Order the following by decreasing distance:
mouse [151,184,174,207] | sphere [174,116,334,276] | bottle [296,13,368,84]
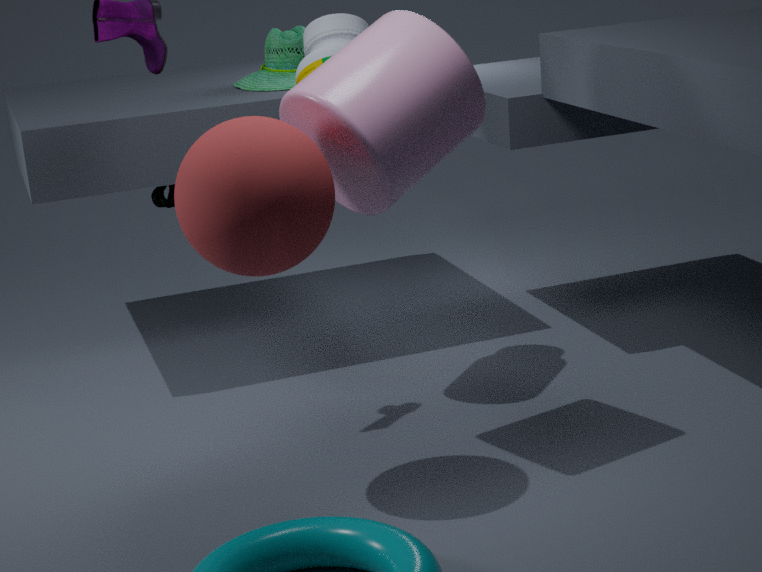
mouse [151,184,174,207]
bottle [296,13,368,84]
sphere [174,116,334,276]
